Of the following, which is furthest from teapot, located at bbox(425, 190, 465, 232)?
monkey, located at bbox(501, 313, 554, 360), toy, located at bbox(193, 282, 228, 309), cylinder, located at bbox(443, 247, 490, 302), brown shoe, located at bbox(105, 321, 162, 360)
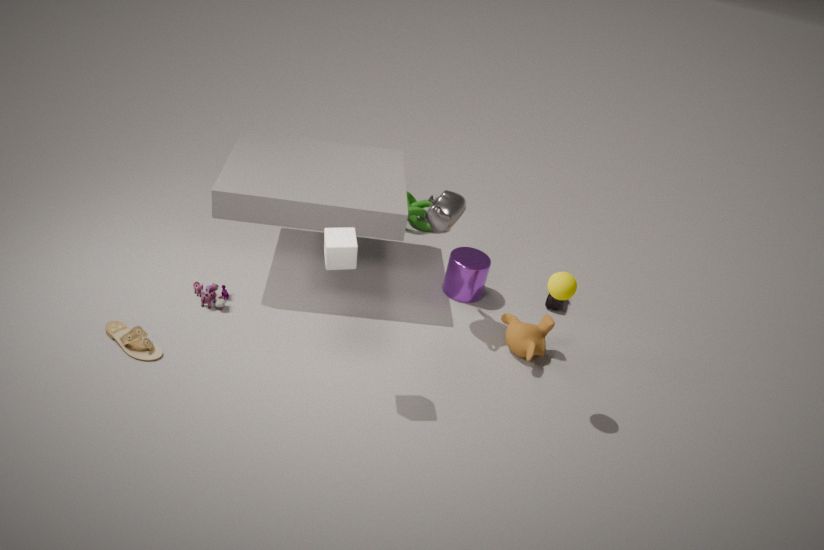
brown shoe, located at bbox(105, 321, 162, 360)
